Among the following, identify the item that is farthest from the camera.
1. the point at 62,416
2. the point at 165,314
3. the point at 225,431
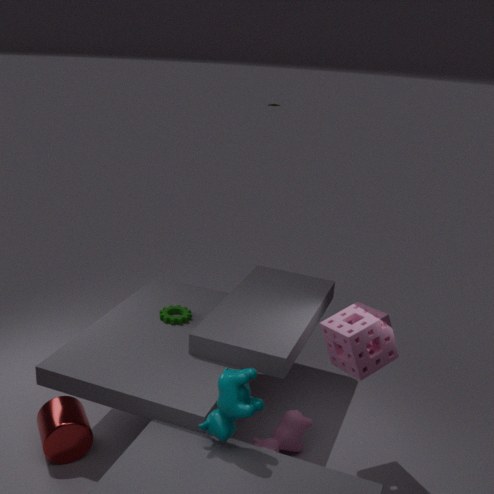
the point at 165,314
